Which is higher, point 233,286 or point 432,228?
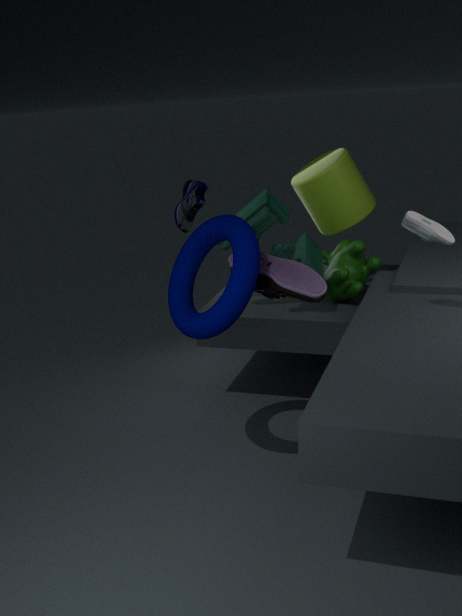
point 432,228
